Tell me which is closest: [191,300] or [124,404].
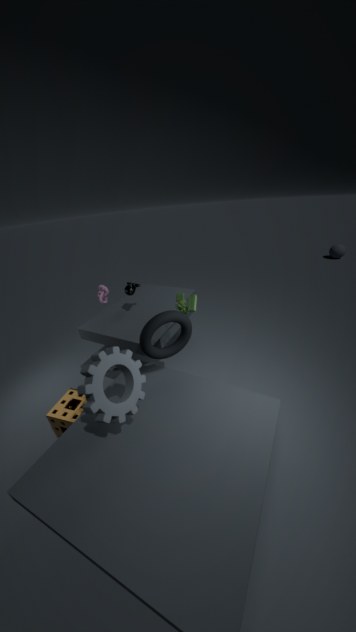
[124,404]
